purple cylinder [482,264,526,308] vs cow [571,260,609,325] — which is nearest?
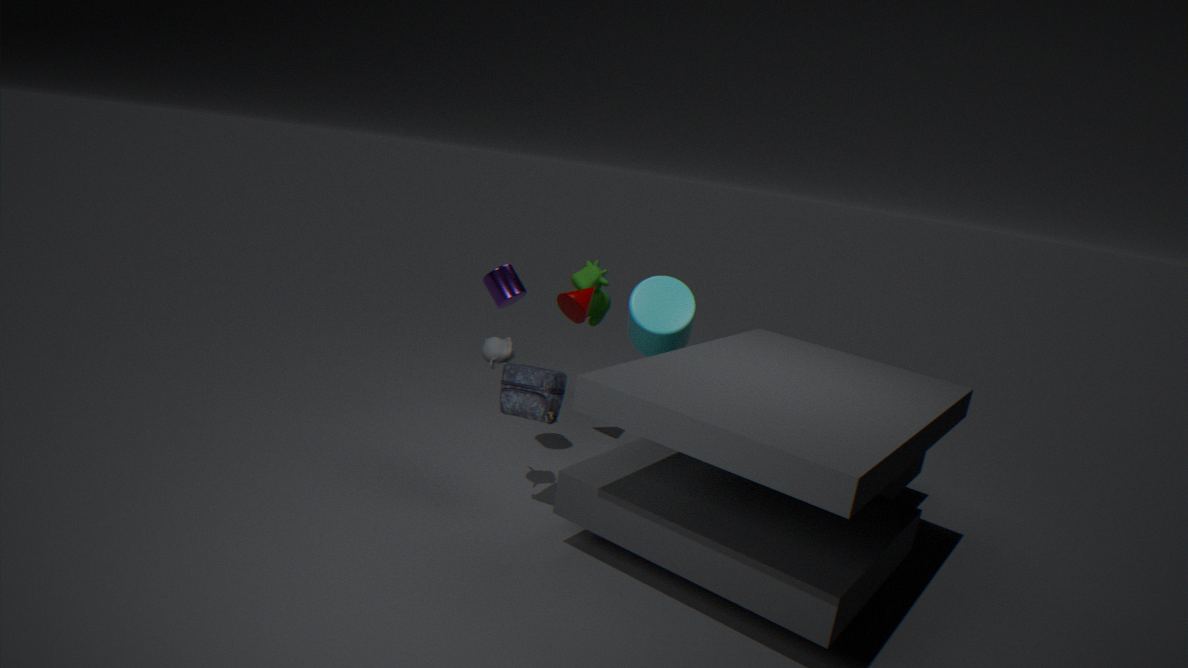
purple cylinder [482,264,526,308]
